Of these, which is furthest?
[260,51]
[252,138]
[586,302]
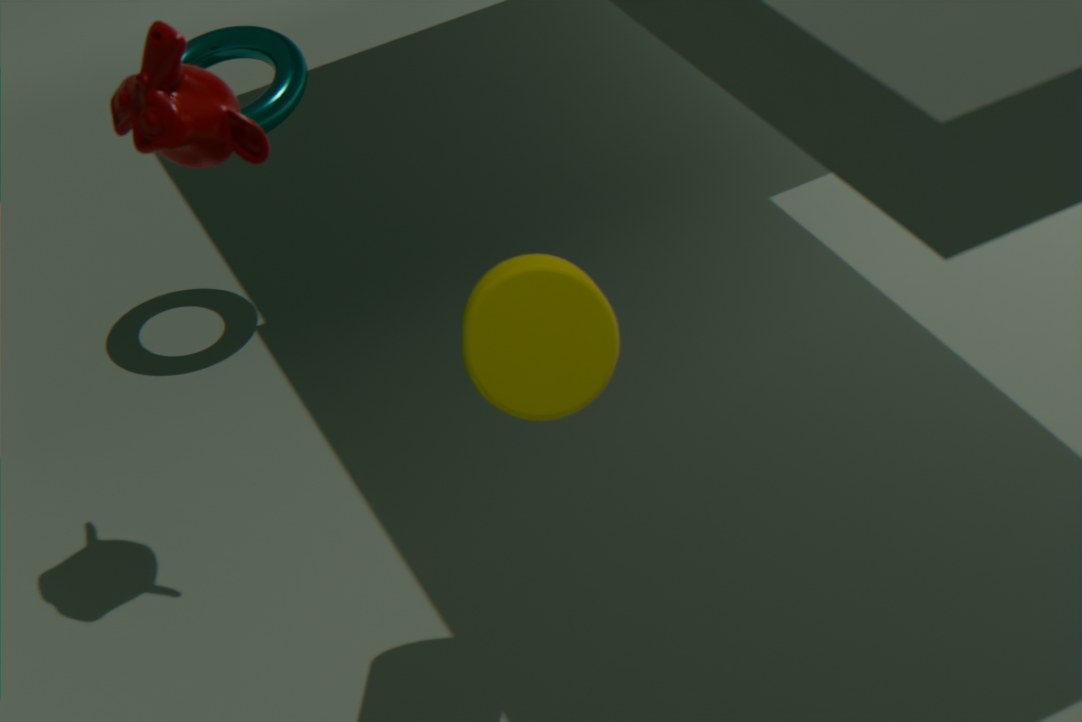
[260,51]
